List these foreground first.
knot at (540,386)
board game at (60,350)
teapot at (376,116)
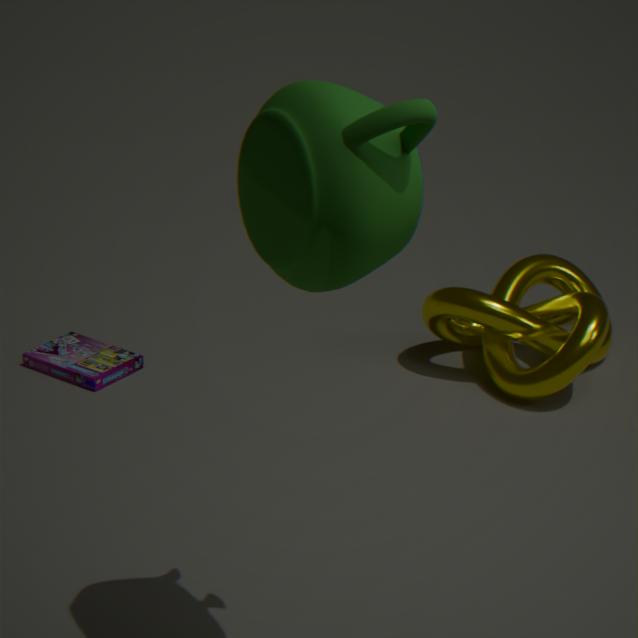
teapot at (376,116)
knot at (540,386)
board game at (60,350)
